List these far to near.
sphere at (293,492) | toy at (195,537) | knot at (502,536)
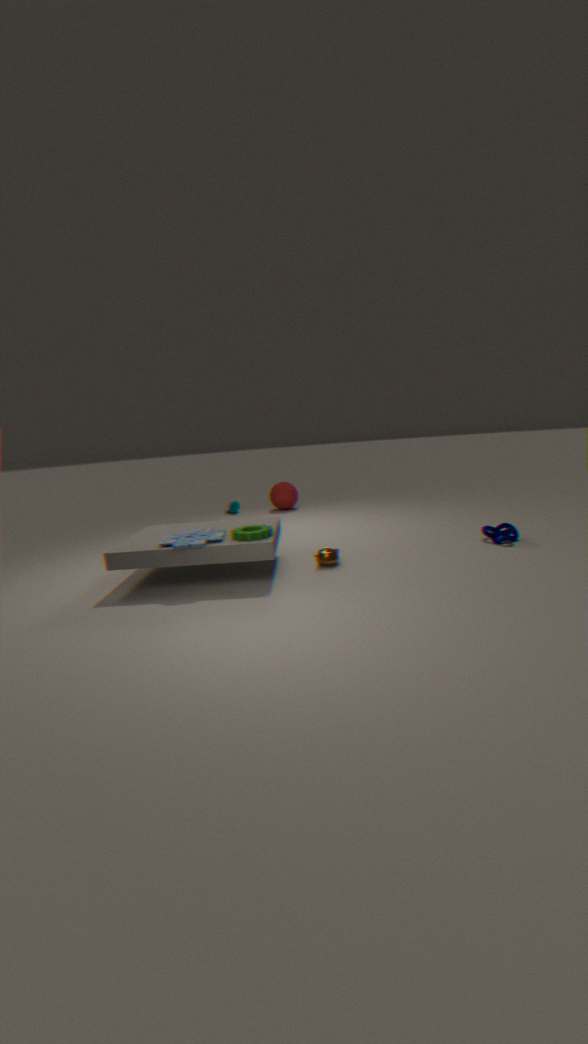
sphere at (293,492)
knot at (502,536)
toy at (195,537)
